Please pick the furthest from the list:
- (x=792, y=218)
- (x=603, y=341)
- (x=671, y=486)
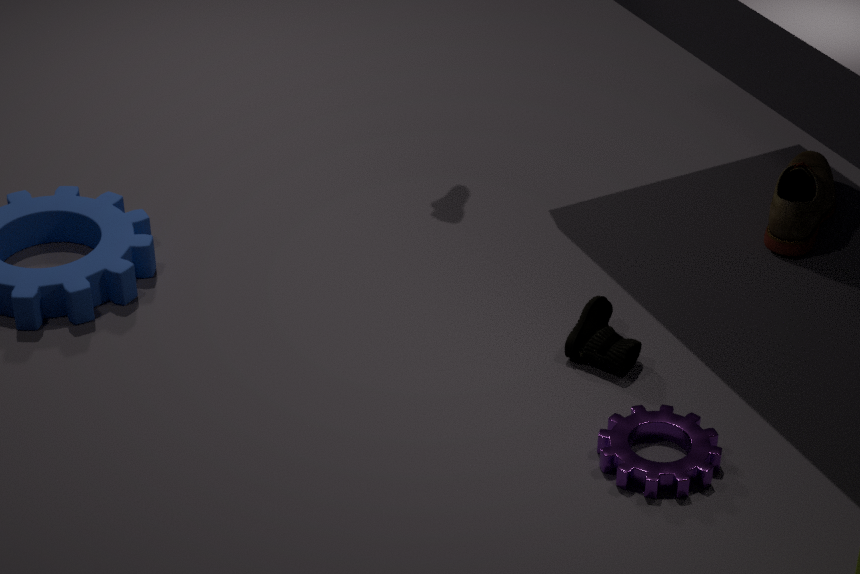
(x=792, y=218)
